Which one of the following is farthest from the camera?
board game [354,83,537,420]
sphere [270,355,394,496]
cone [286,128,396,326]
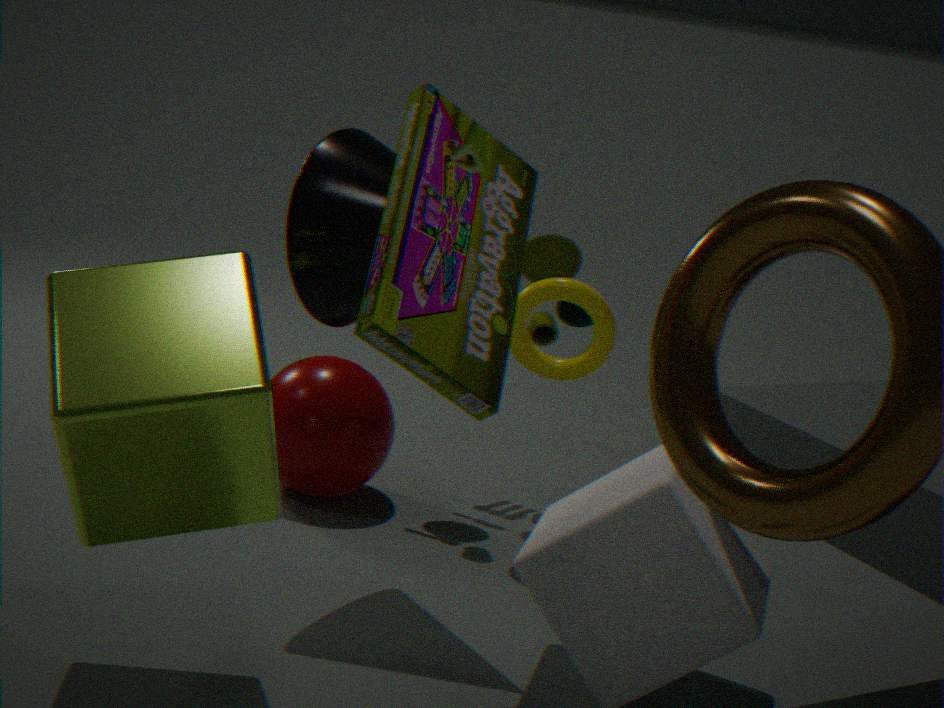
sphere [270,355,394,496]
